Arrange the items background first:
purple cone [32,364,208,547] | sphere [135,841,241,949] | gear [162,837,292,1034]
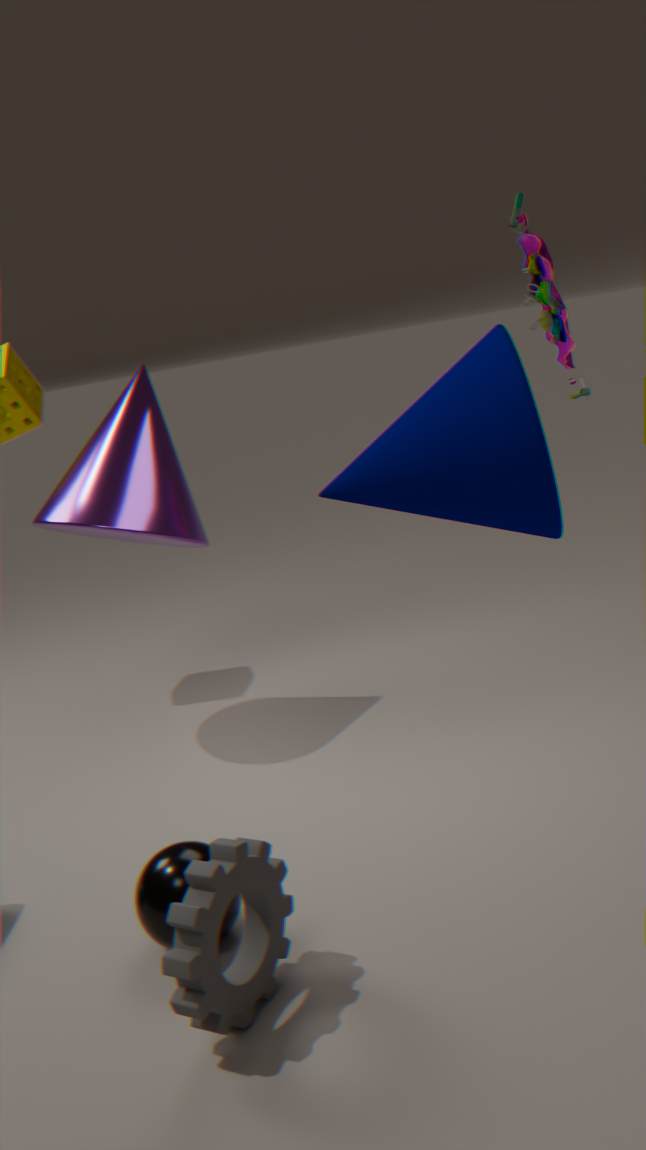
1. purple cone [32,364,208,547]
2. sphere [135,841,241,949]
3. gear [162,837,292,1034]
